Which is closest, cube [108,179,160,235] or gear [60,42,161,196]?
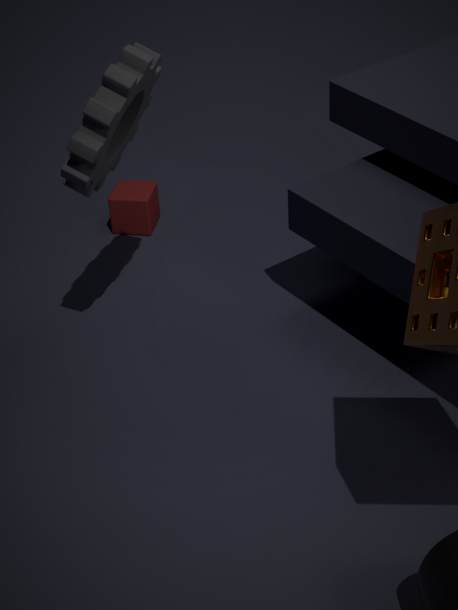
gear [60,42,161,196]
